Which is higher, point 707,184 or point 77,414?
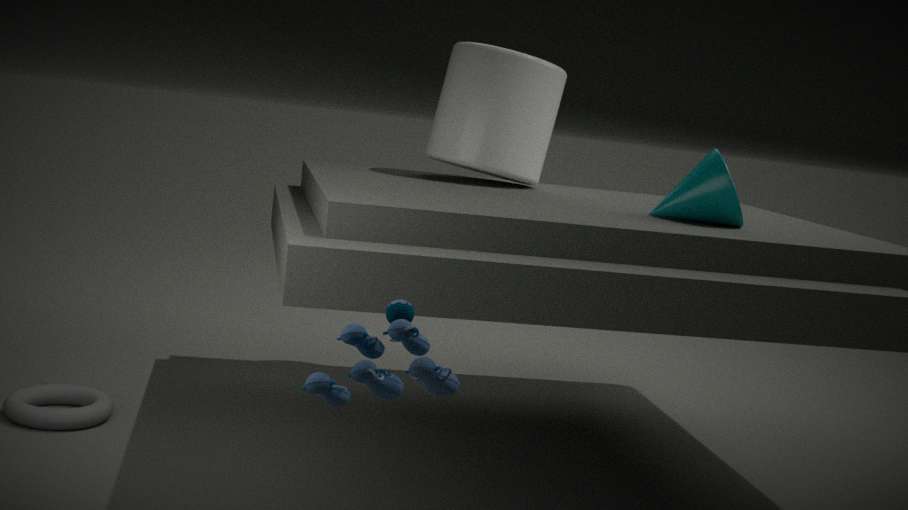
point 707,184
